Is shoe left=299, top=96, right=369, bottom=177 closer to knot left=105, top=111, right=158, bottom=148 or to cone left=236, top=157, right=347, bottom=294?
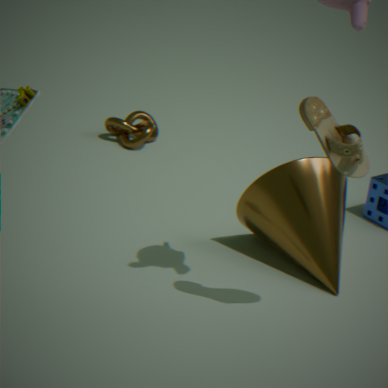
cone left=236, top=157, right=347, bottom=294
